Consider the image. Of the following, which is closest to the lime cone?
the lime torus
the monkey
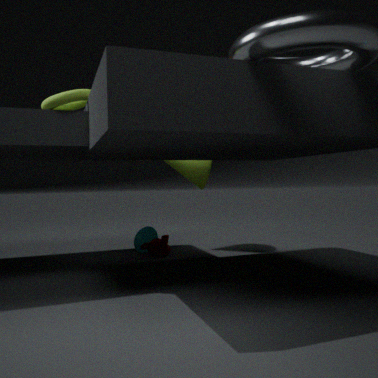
the monkey
